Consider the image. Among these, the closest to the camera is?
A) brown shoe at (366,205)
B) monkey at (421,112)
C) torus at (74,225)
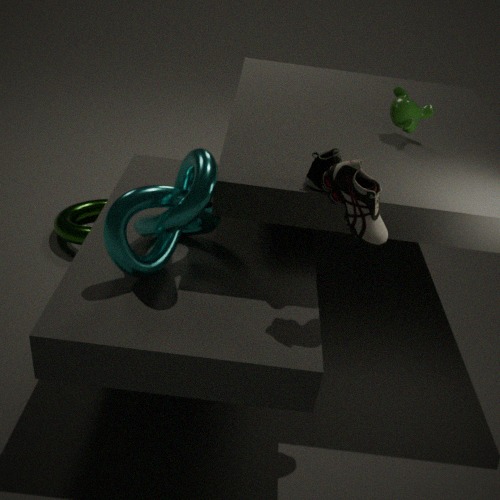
brown shoe at (366,205)
